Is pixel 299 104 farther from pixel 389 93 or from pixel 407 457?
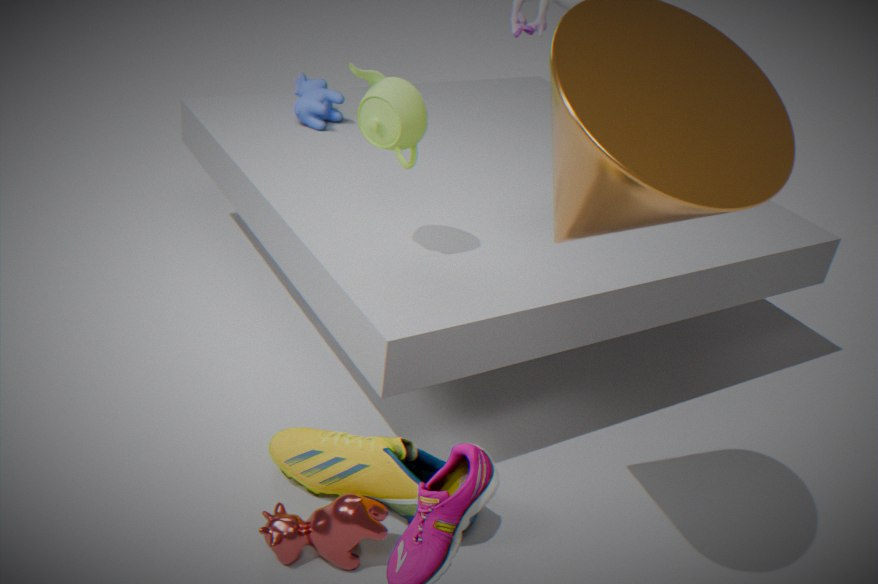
pixel 407 457
